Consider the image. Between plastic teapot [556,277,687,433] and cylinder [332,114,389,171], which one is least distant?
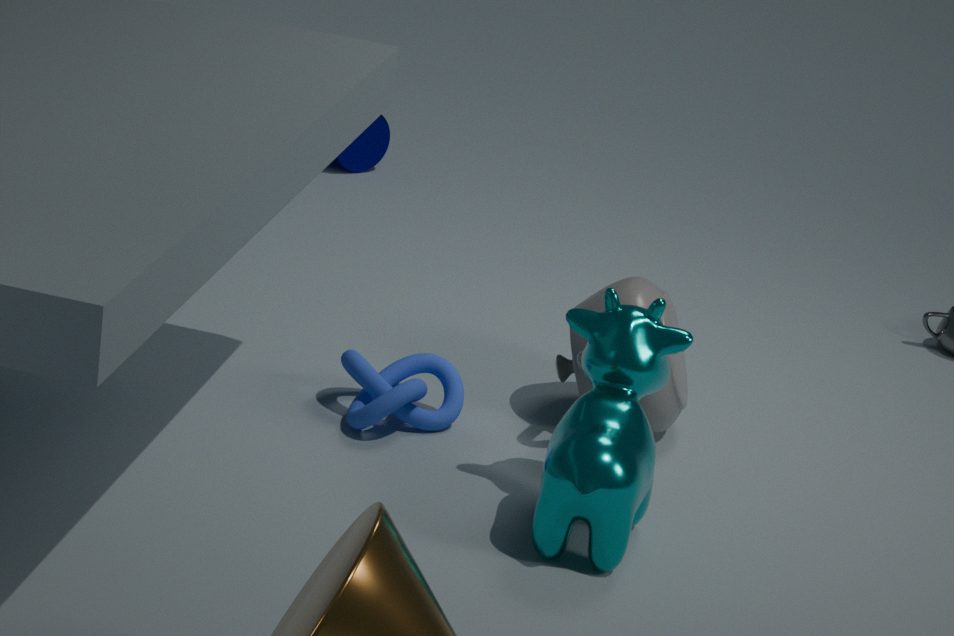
plastic teapot [556,277,687,433]
